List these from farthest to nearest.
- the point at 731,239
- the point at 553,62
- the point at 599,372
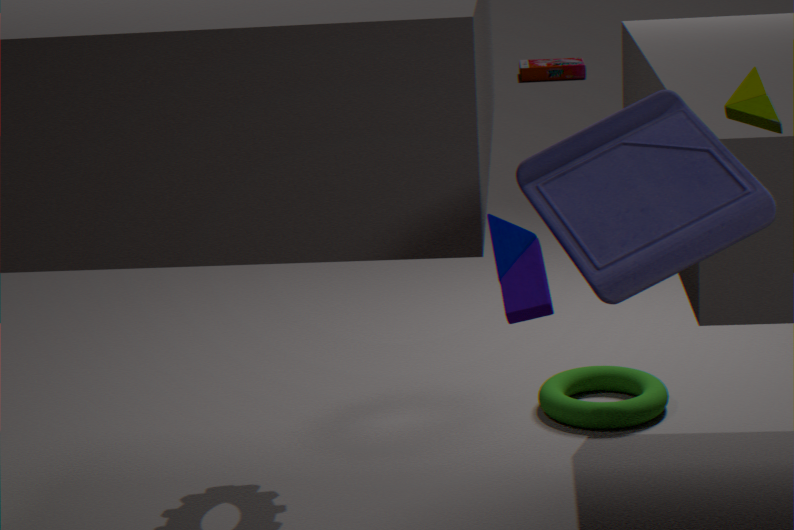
the point at 553,62 → the point at 599,372 → the point at 731,239
